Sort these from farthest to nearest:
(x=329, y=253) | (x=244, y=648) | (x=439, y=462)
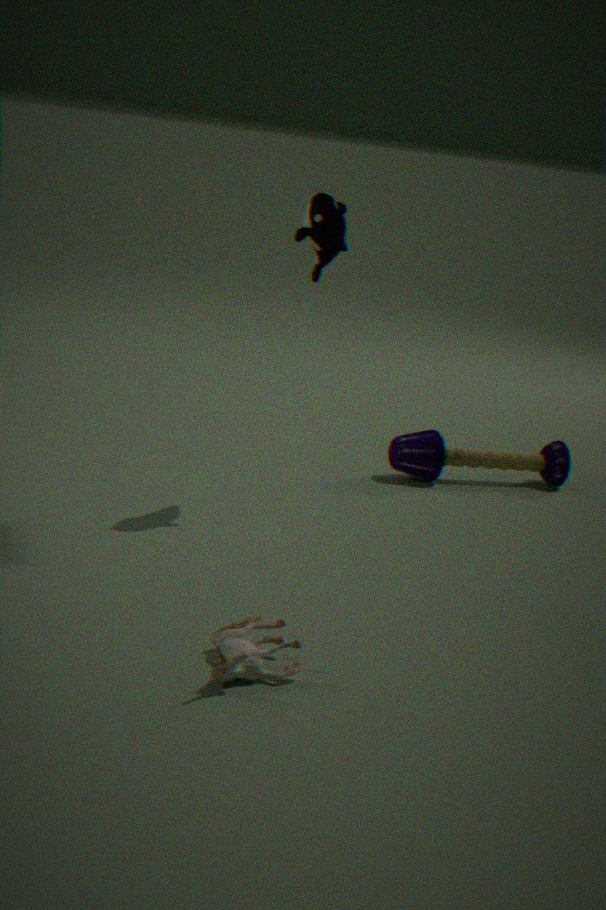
(x=439, y=462)
(x=329, y=253)
(x=244, y=648)
